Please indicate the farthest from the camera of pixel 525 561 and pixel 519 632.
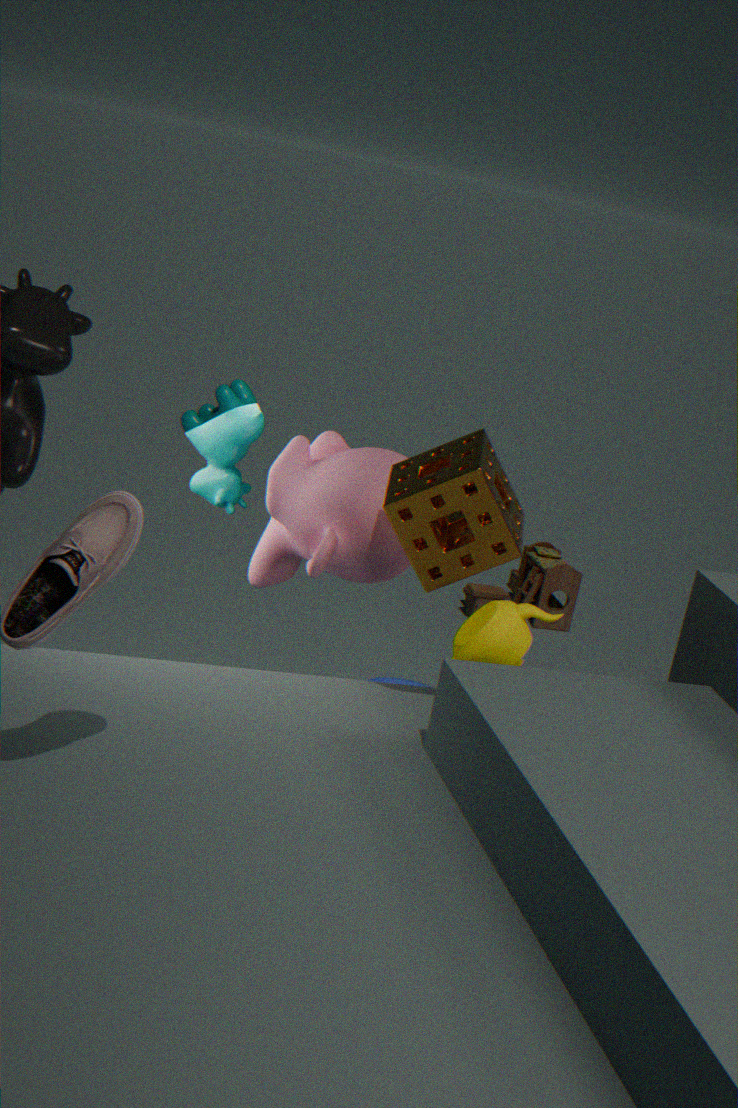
pixel 525 561
